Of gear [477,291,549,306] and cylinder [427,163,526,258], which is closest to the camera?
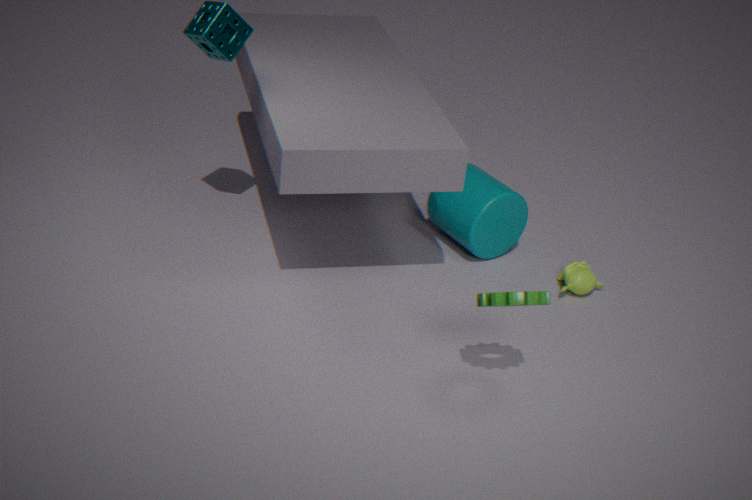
gear [477,291,549,306]
